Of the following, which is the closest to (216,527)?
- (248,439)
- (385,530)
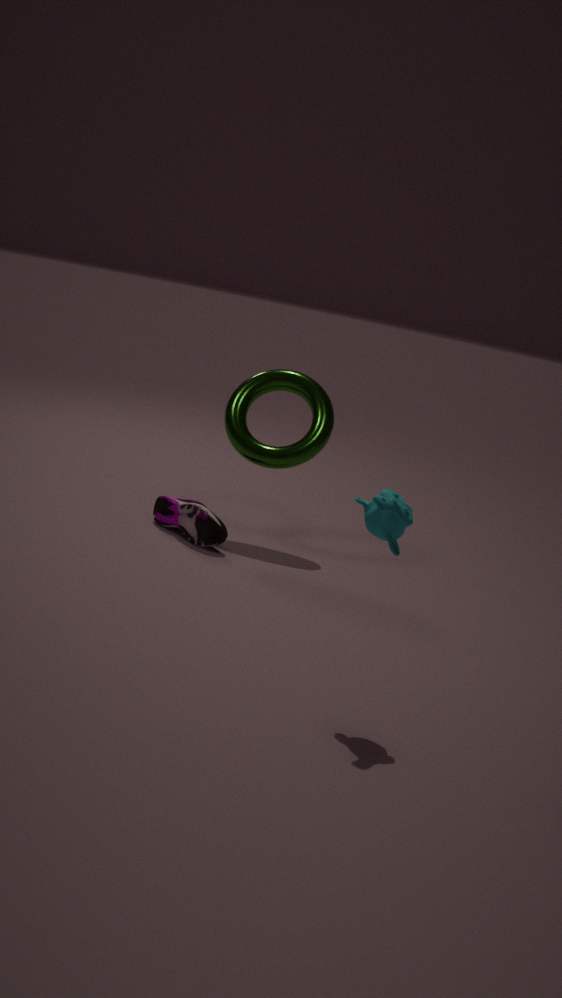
(248,439)
